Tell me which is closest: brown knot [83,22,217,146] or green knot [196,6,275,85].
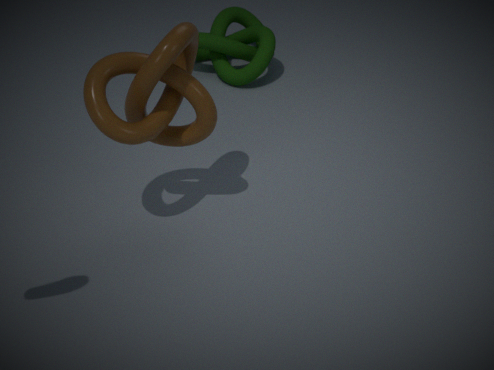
brown knot [83,22,217,146]
